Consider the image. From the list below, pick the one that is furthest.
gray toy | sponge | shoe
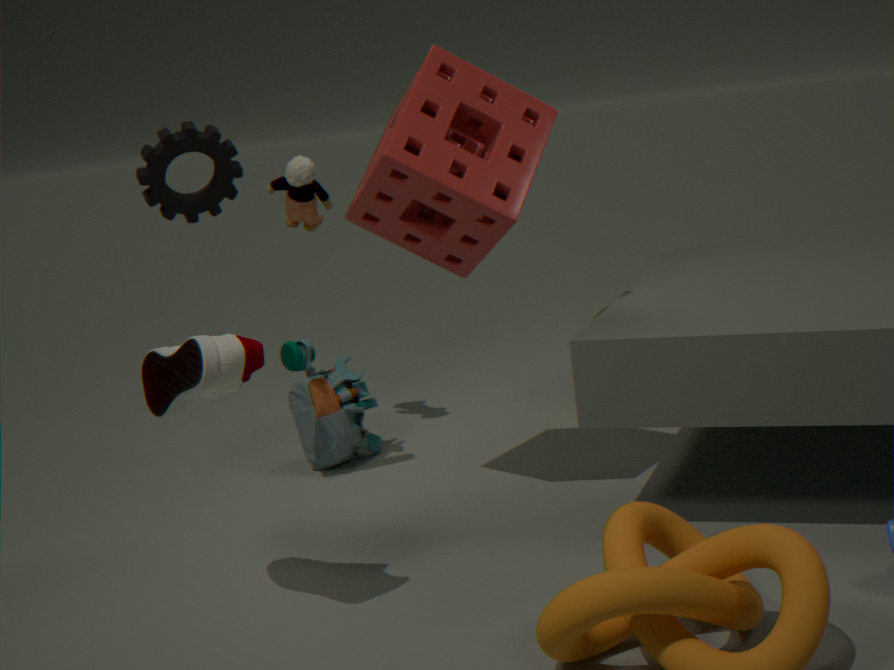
gray toy
